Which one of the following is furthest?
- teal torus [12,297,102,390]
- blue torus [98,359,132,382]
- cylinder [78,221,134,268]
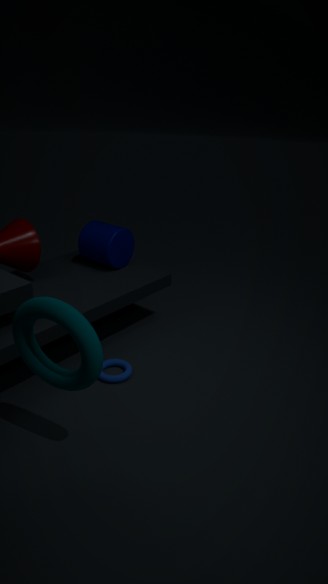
cylinder [78,221,134,268]
